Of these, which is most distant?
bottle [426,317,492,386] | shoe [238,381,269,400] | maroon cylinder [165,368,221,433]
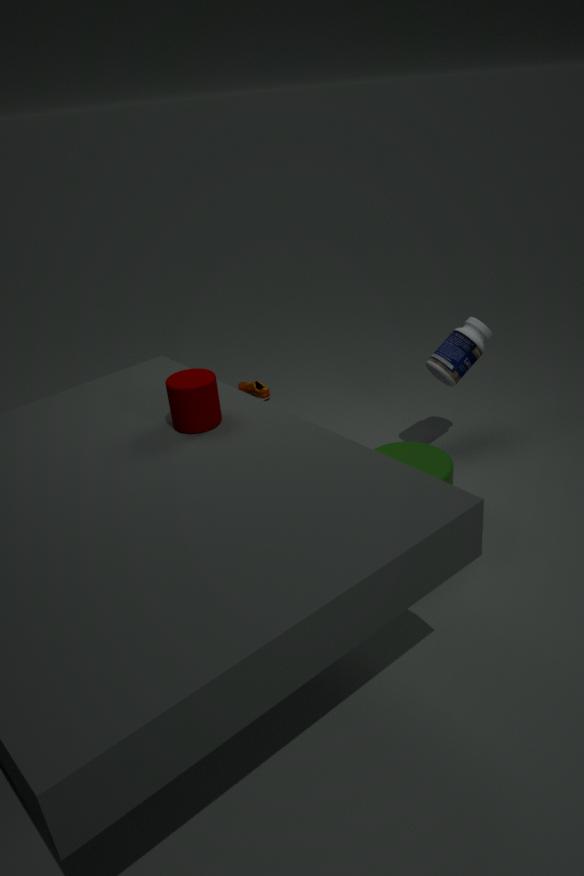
shoe [238,381,269,400]
